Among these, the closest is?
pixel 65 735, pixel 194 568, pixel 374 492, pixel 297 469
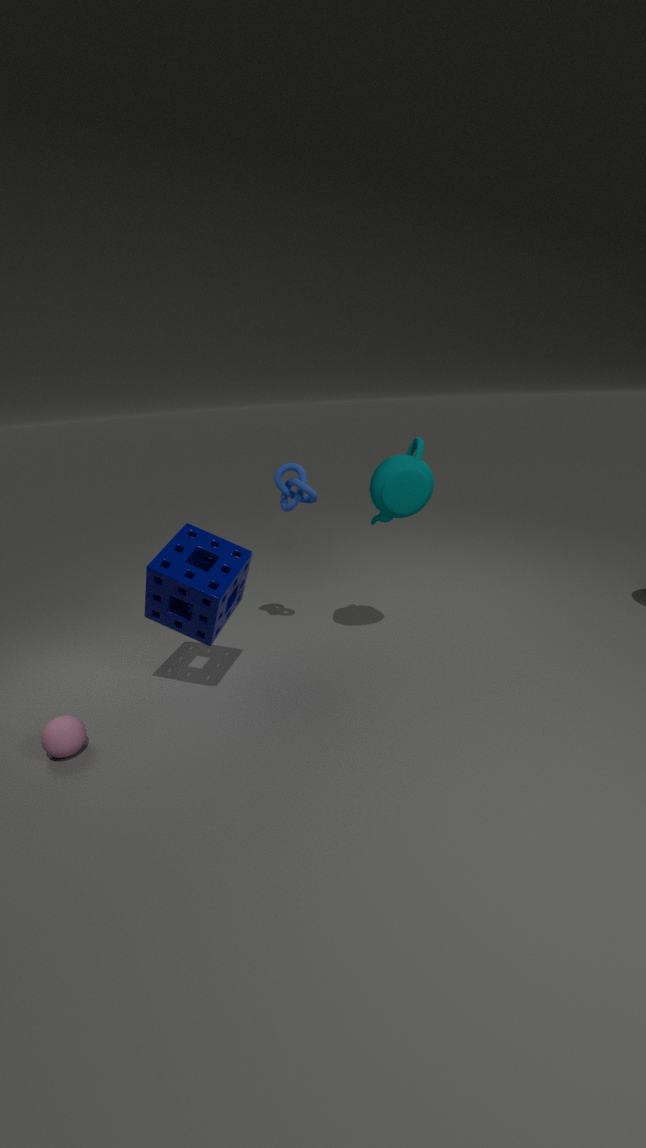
pixel 65 735
